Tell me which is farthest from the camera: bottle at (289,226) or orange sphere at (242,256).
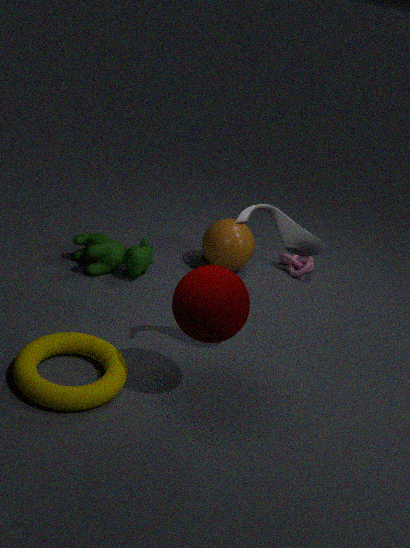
orange sphere at (242,256)
